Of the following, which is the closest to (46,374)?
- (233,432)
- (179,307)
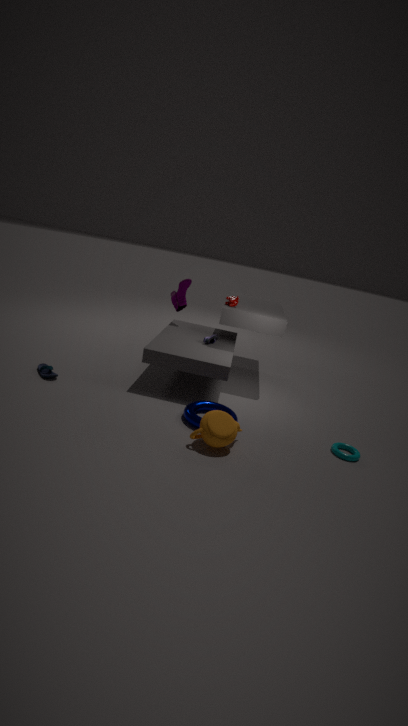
(233,432)
